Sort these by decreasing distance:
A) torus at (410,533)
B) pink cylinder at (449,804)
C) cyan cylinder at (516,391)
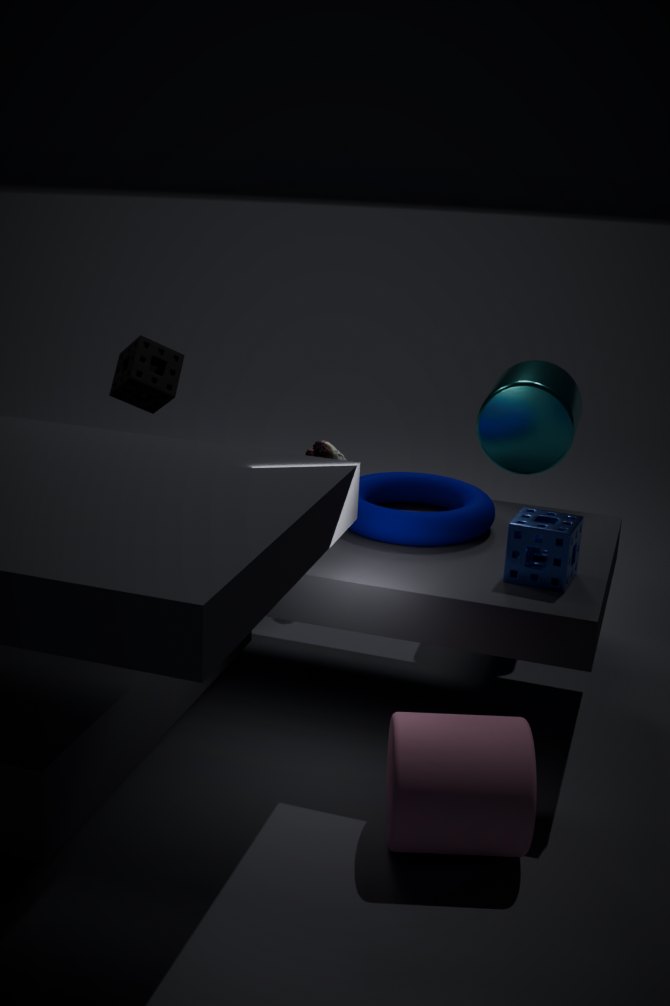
C. cyan cylinder at (516,391) → A. torus at (410,533) → B. pink cylinder at (449,804)
